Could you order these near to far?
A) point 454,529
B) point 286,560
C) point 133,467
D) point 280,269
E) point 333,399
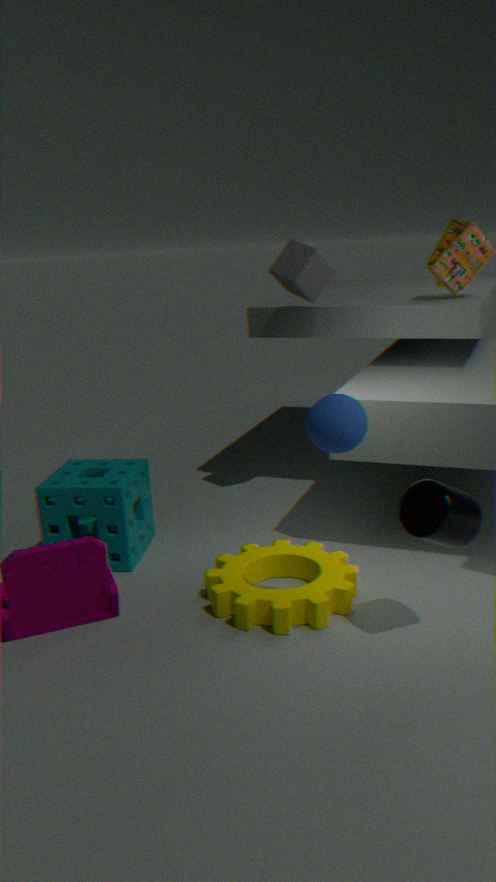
point 454,529 < point 333,399 < point 286,560 < point 133,467 < point 280,269
